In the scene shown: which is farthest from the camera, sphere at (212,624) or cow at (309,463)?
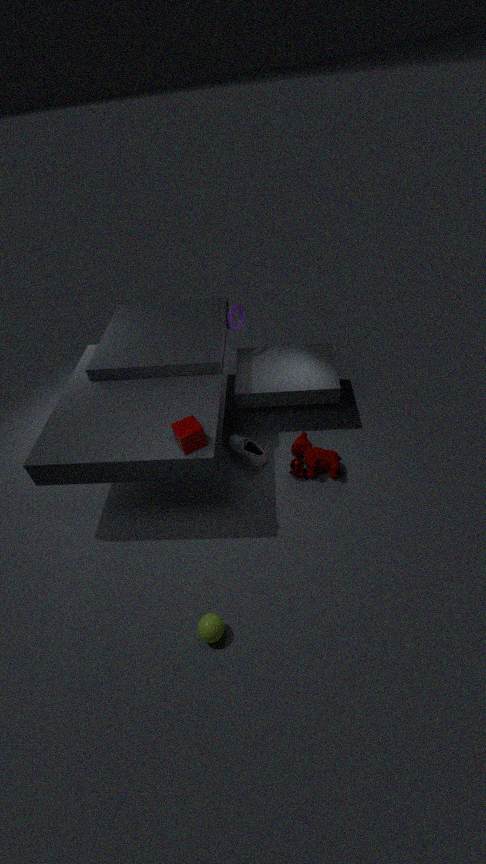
cow at (309,463)
